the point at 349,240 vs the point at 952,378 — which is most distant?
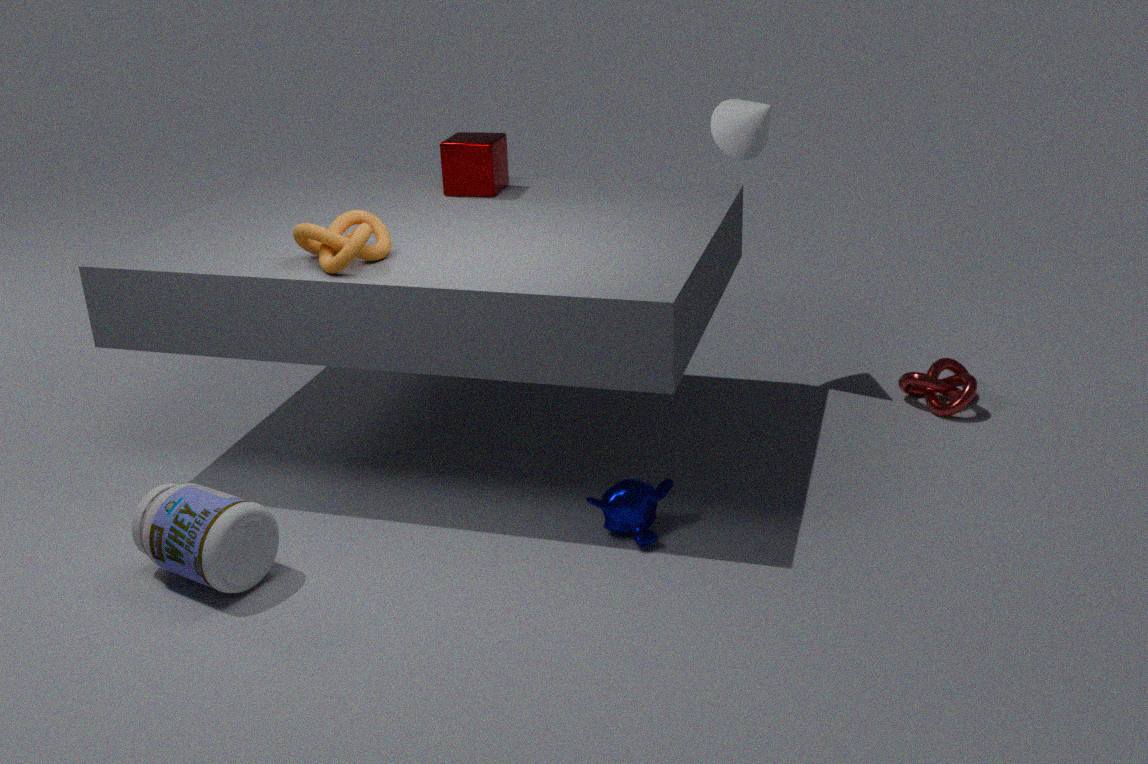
the point at 952,378
